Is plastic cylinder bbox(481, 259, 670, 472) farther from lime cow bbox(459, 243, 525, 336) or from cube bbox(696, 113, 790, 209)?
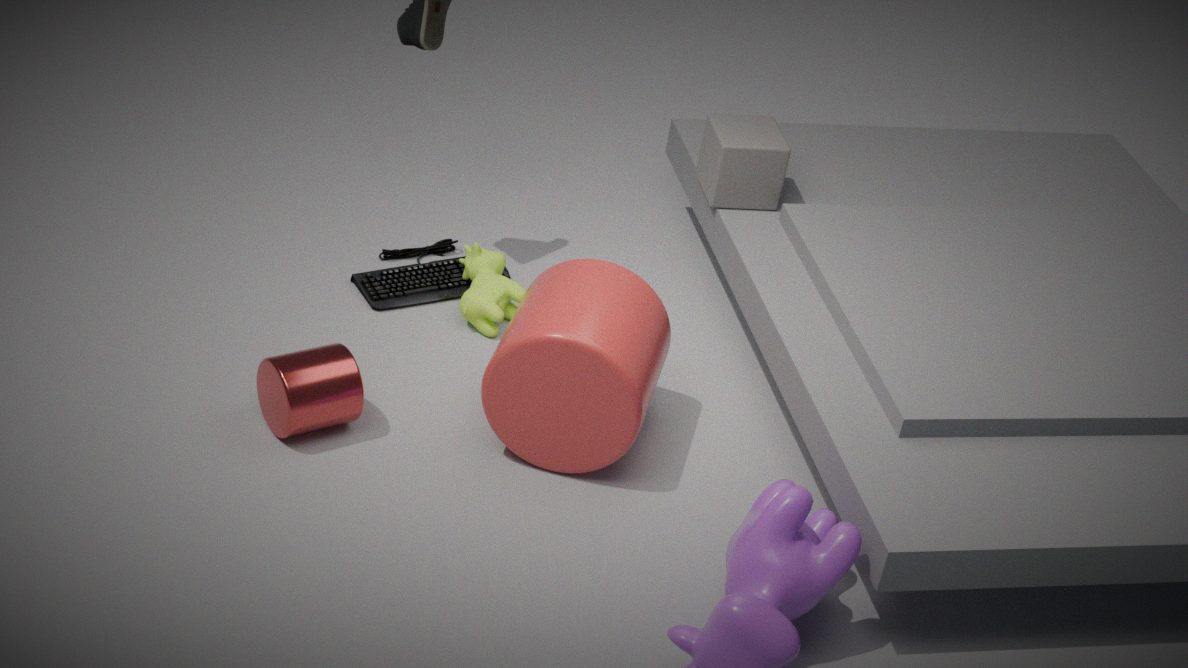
cube bbox(696, 113, 790, 209)
